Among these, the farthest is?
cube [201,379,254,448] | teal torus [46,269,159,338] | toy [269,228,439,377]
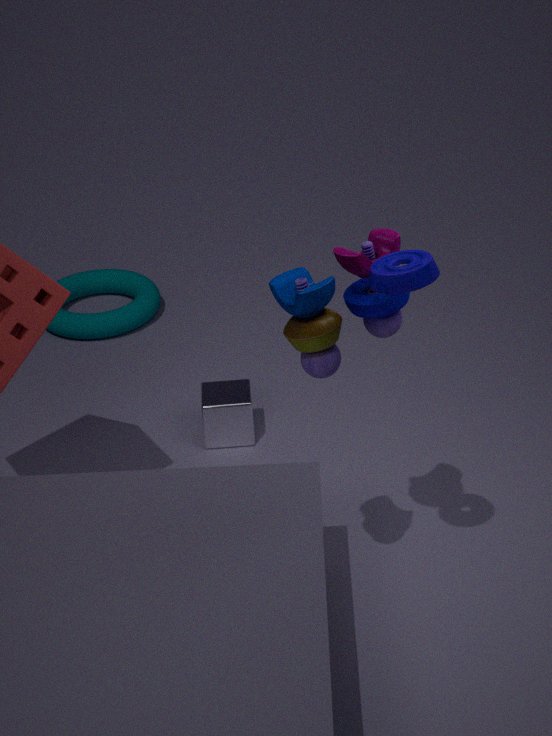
teal torus [46,269,159,338]
